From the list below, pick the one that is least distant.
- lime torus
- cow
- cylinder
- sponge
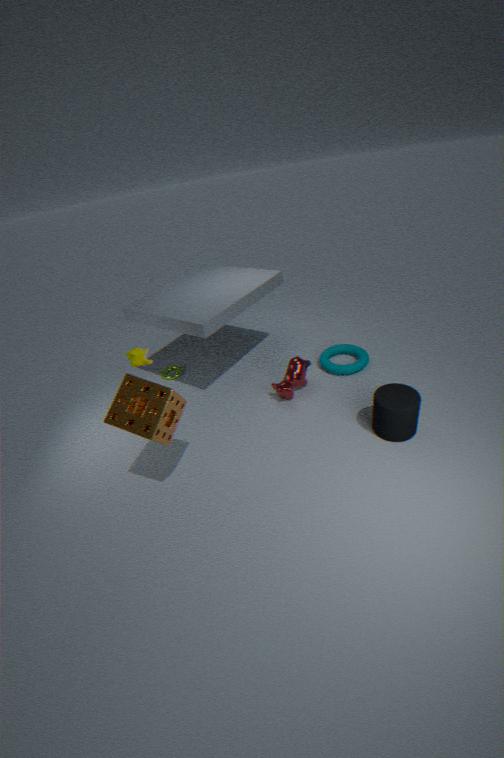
sponge
